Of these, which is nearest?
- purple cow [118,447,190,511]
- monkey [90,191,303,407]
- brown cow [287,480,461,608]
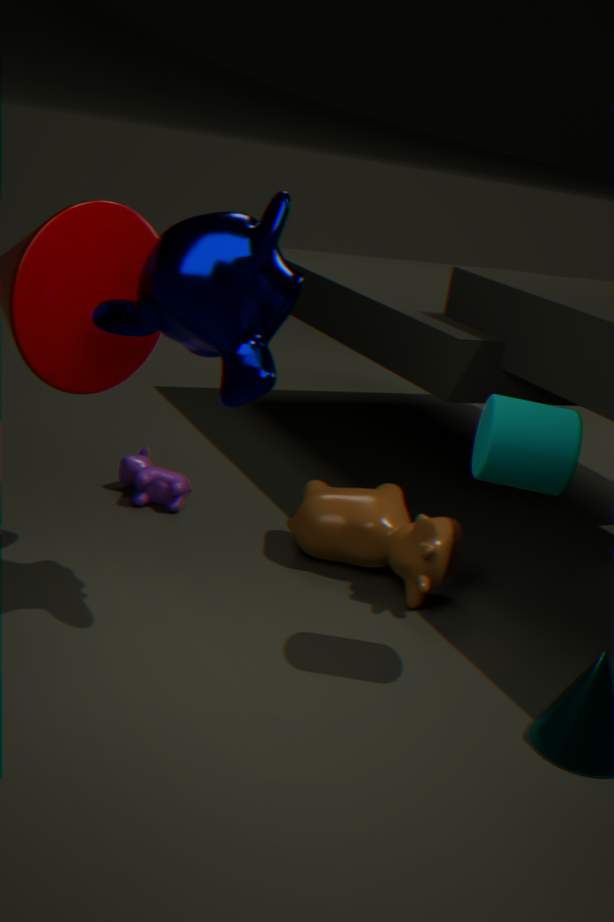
monkey [90,191,303,407]
